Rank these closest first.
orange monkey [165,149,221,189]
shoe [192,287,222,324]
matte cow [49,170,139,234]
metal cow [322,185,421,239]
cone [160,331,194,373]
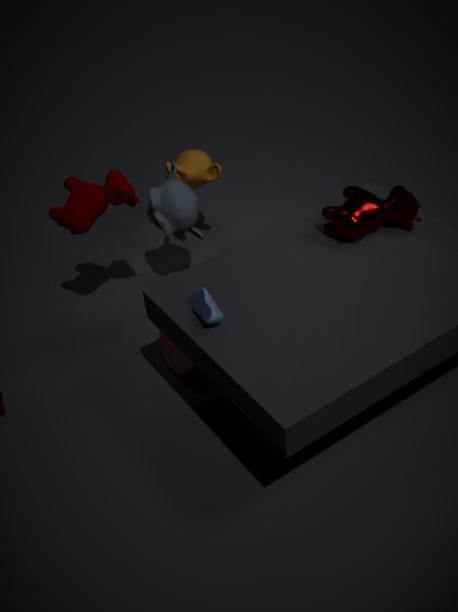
1. shoe [192,287,222,324]
2. metal cow [322,185,421,239]
3. matte cow [49,170,139,234]
4. cone [160,331,194,373]
5. orange monkey [165,149,221,189]
